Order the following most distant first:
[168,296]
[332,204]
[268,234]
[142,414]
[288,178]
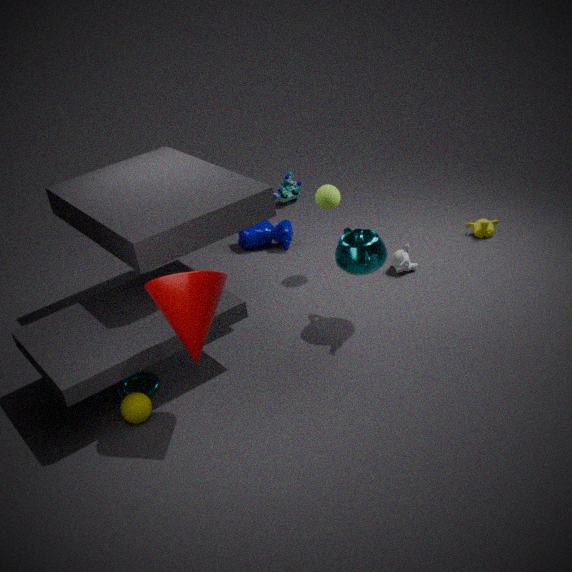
[288,178]
[268,234]
[332,204]
[142,414]
[168,296]
